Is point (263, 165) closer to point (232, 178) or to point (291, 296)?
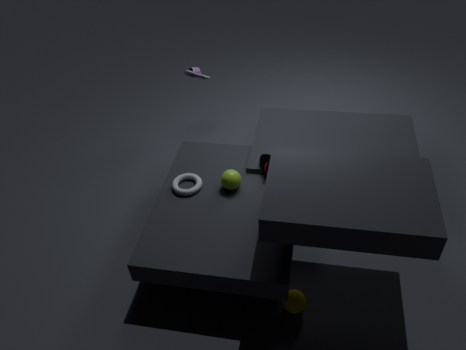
point (232, 178)
